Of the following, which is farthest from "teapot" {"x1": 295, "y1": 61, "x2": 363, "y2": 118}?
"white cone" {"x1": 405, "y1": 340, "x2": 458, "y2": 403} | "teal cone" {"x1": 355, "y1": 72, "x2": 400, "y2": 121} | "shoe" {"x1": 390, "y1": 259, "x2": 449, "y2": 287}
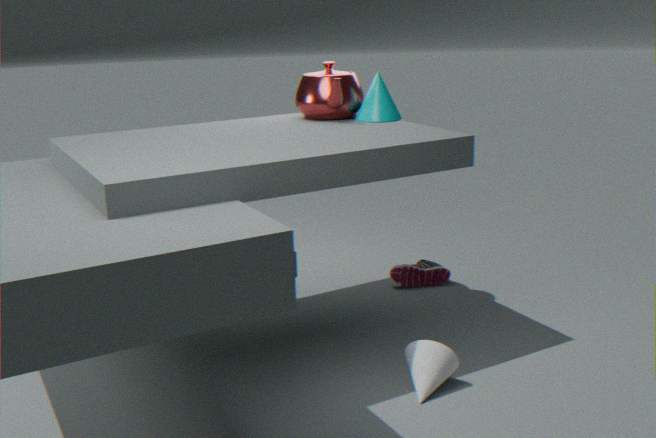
"white cone" {"x1": 405, "y1": 340, "x2": 458, "y2": 403}
